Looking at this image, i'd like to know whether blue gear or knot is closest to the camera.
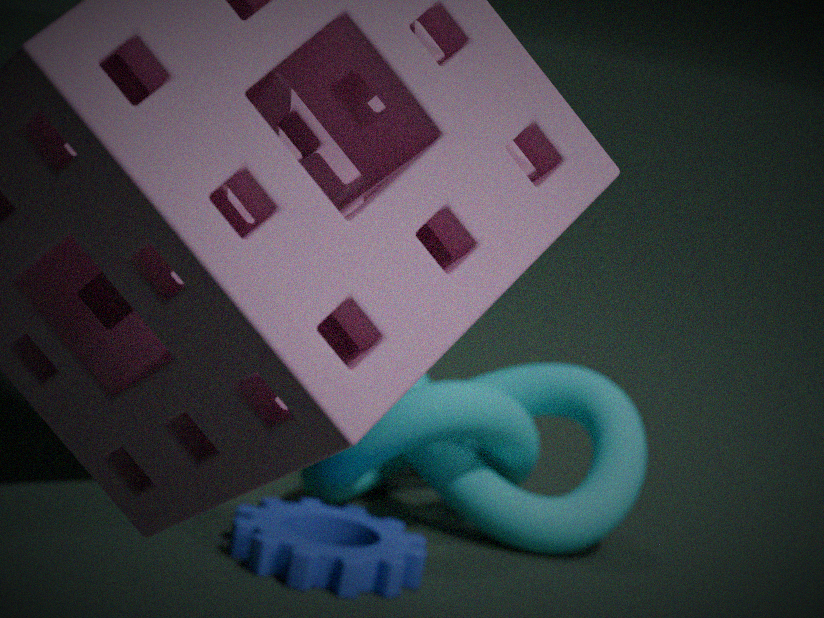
blue gear
